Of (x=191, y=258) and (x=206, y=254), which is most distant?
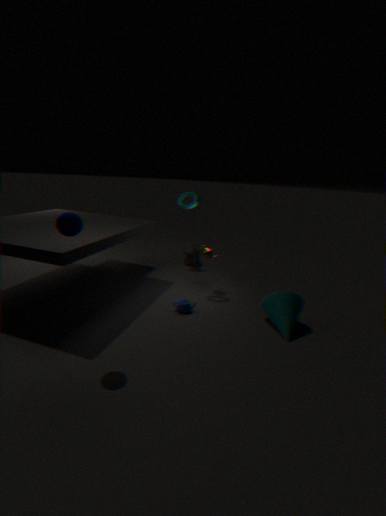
(x=191, y=258)
